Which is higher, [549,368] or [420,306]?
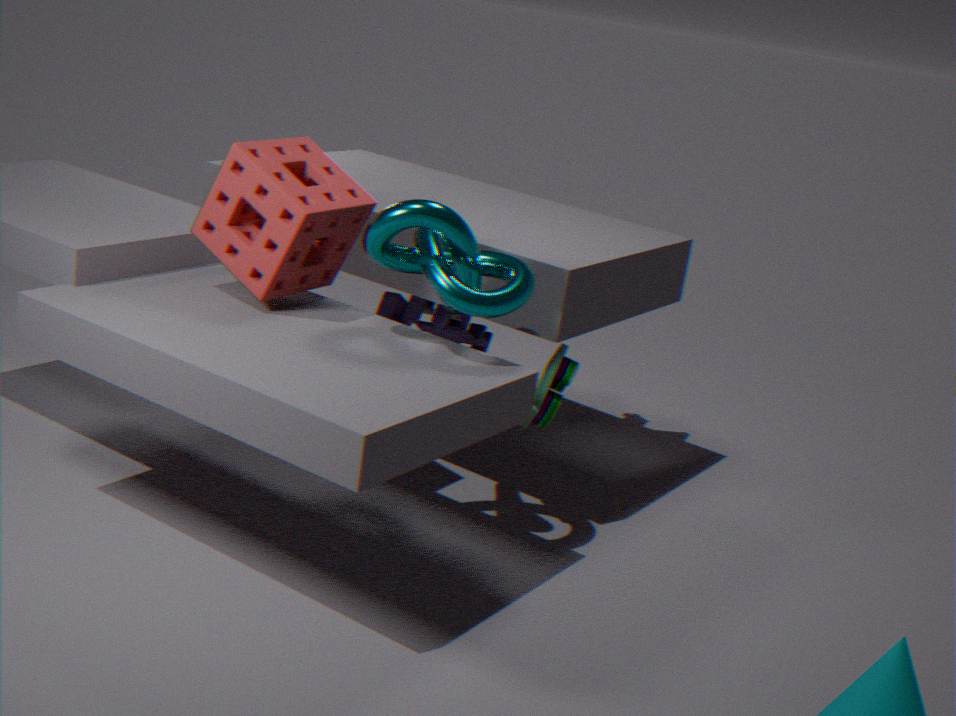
[420,306]
